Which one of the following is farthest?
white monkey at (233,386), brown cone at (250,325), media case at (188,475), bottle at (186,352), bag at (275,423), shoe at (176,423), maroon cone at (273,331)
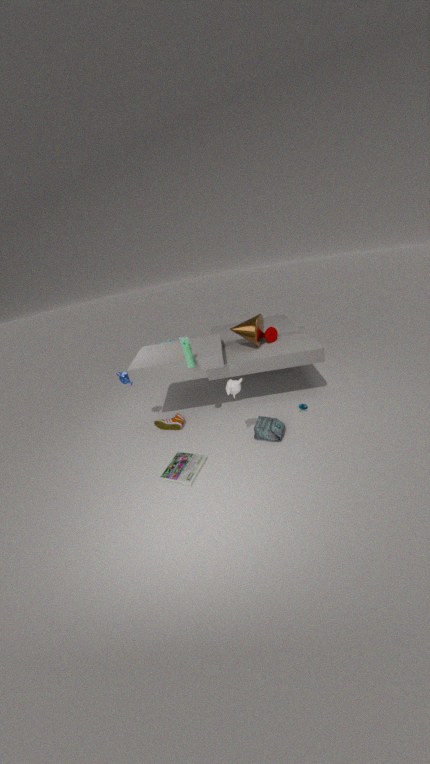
maroon cone at (273,331)
